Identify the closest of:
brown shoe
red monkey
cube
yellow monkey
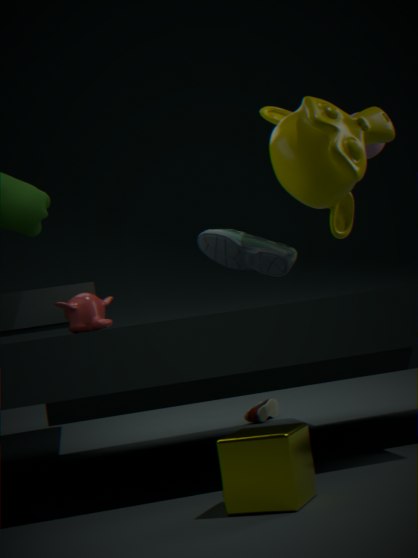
cube
